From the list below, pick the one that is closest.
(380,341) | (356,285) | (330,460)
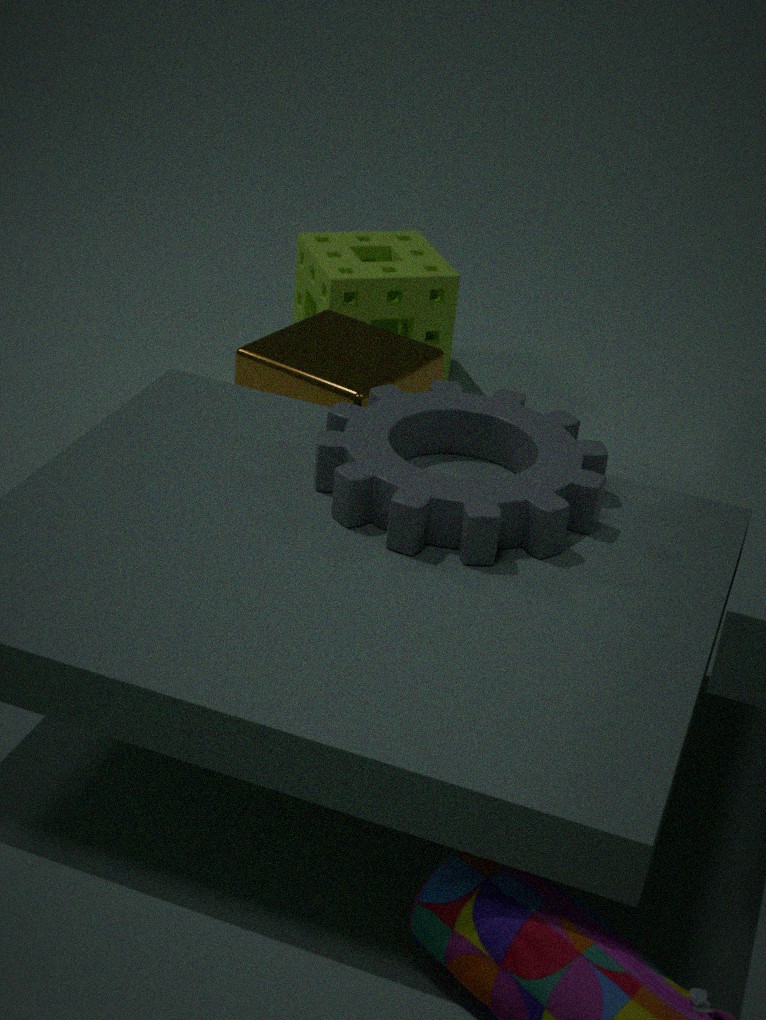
(330,460)
